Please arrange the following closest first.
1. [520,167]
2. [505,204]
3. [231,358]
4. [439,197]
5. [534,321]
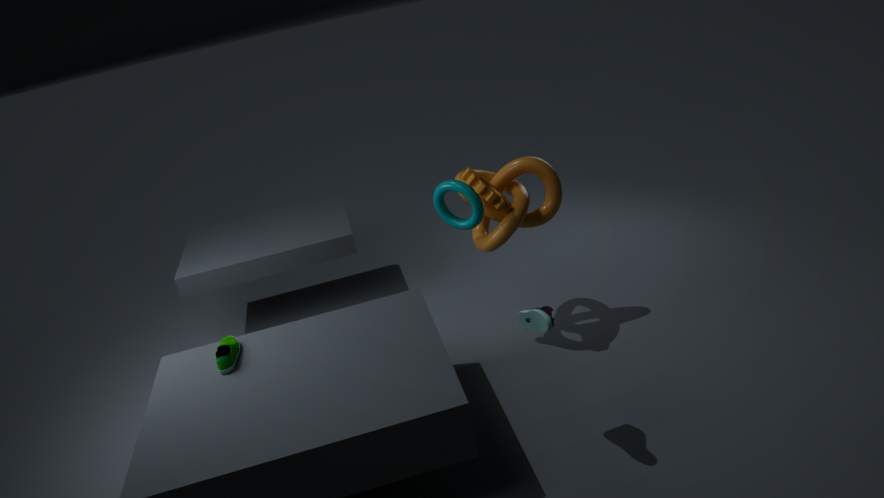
1. [534,321]
2. [231,358]
3. [505,204]
4. [439,197]
5. [520,167]
